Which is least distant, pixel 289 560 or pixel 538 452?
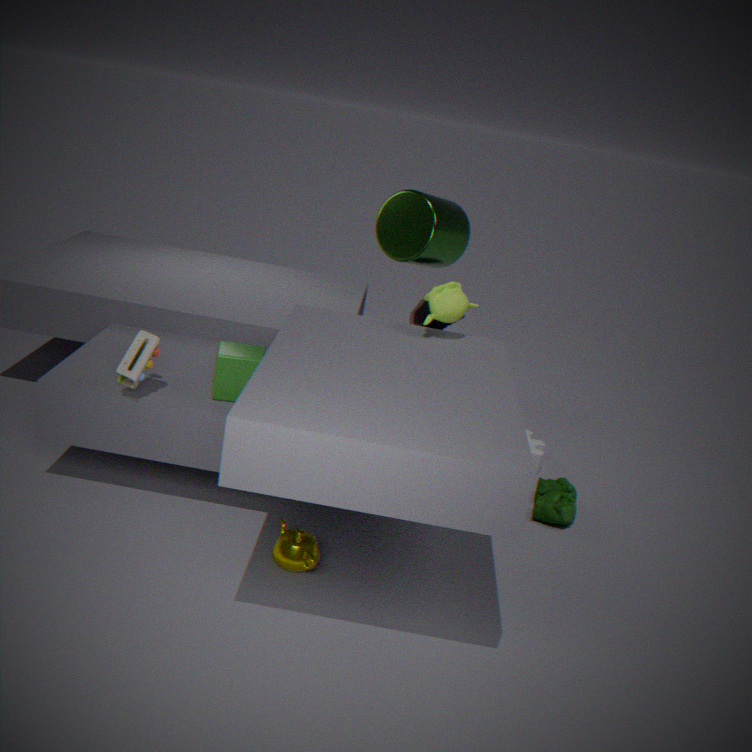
pixel 289 560
